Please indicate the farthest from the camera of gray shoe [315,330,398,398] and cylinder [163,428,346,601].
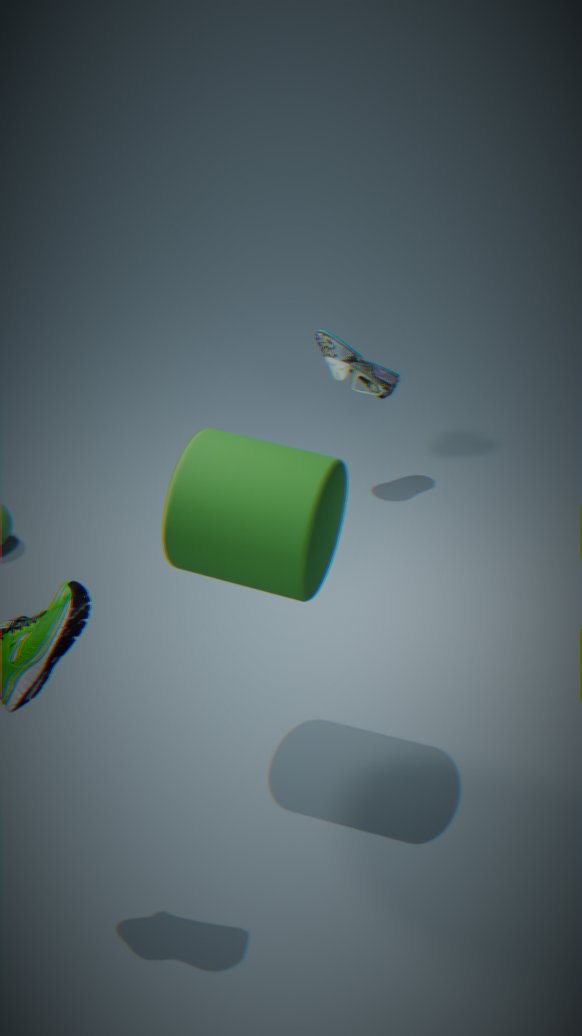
gray shoe [315,330,398,398]
